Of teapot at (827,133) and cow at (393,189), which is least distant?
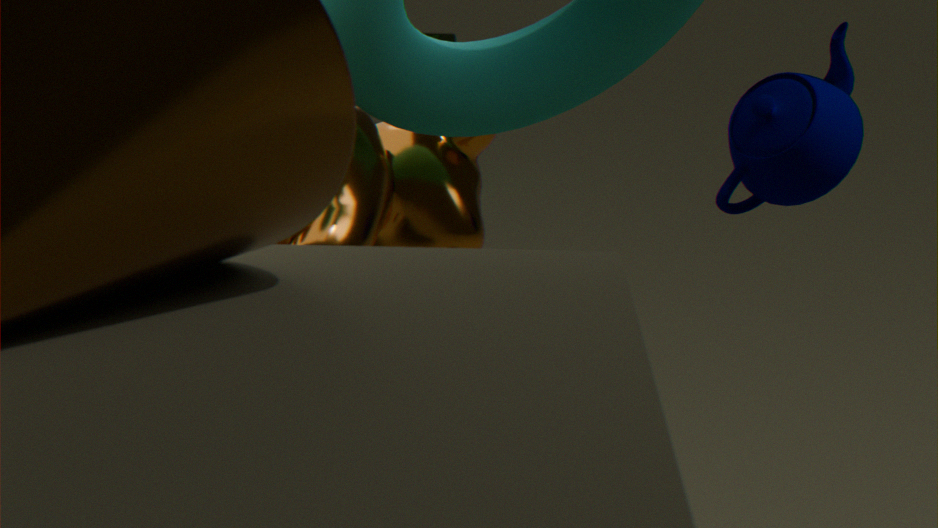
cow at (393,189)
